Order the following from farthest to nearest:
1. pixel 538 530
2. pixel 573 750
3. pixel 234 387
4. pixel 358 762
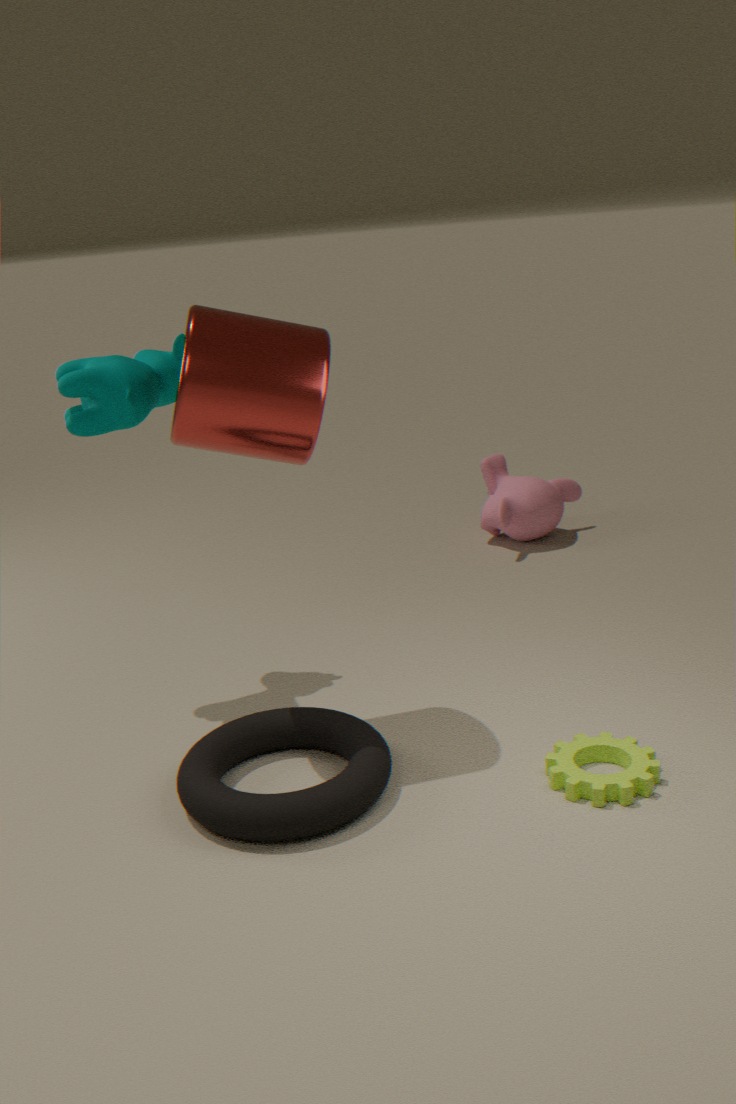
pixel 538 530 → pixel 573 750 → pixel 234 387 → pixel 358 762
